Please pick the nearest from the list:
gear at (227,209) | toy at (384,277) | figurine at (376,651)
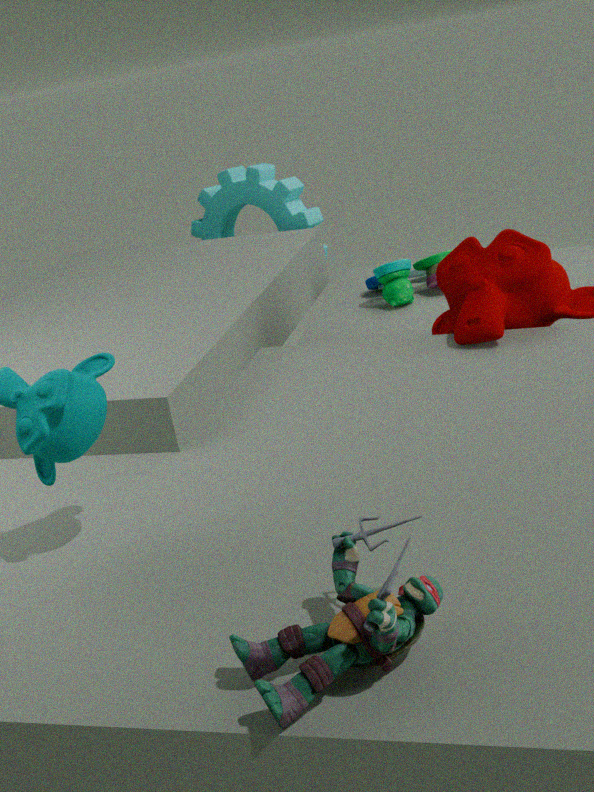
figurine at (376,651)
